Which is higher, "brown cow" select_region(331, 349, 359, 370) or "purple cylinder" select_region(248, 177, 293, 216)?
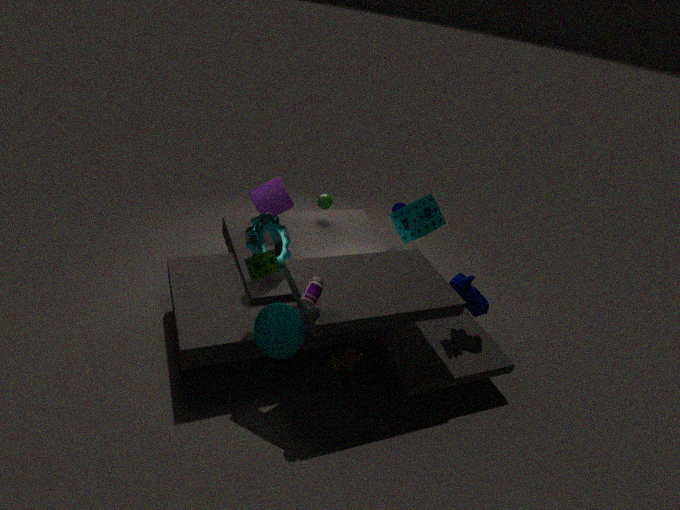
"purple cylinder" select_region(248, 177, 293, 216)
